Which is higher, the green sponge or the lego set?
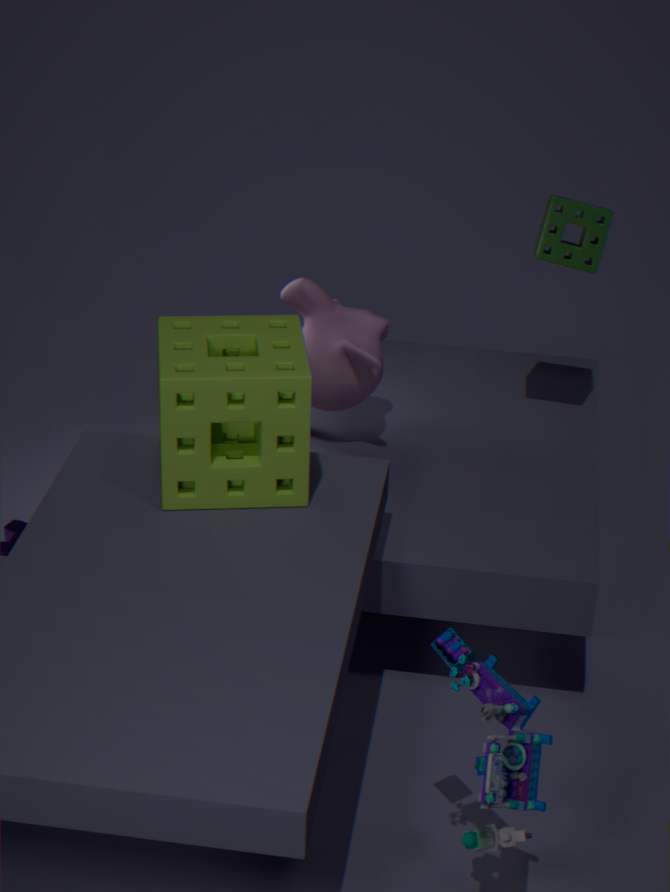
the green sponge
